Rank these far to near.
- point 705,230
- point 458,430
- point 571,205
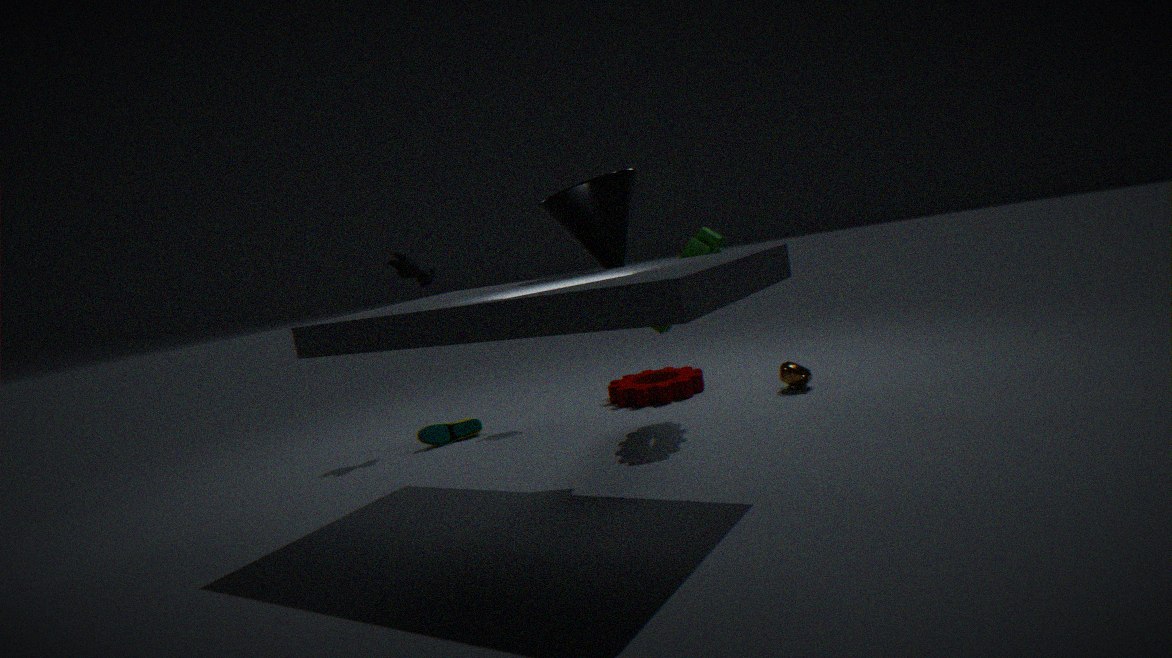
point 458,430
point 705,230
point 571,205
